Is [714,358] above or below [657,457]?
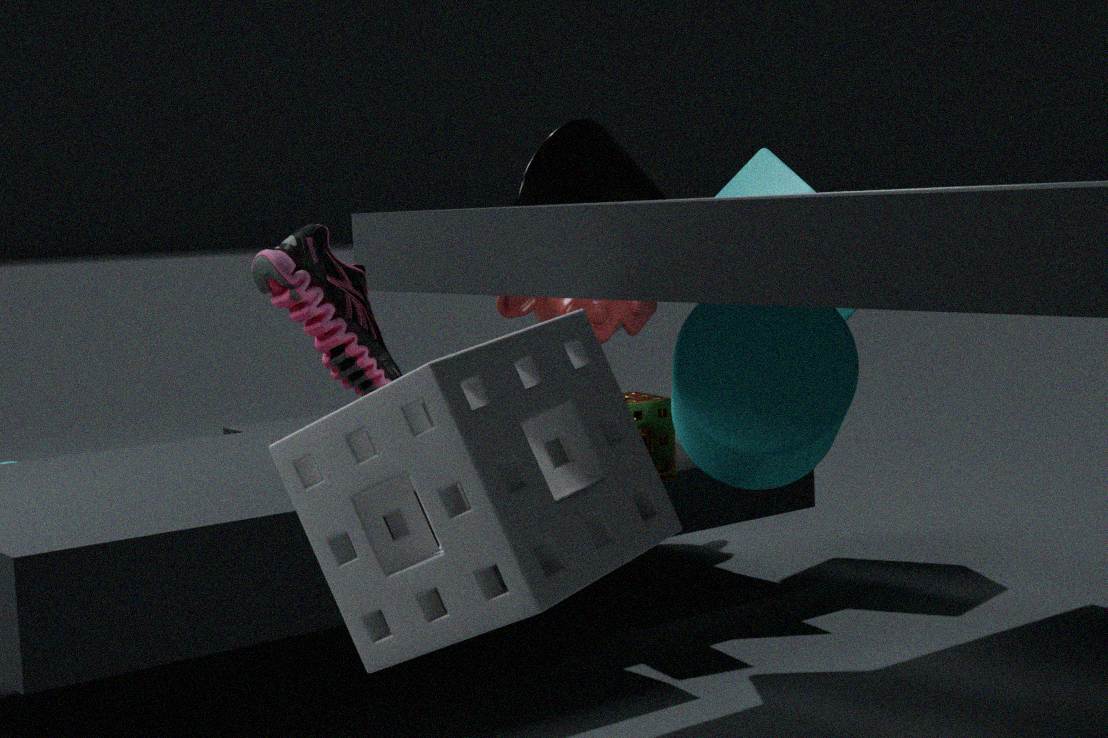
above
